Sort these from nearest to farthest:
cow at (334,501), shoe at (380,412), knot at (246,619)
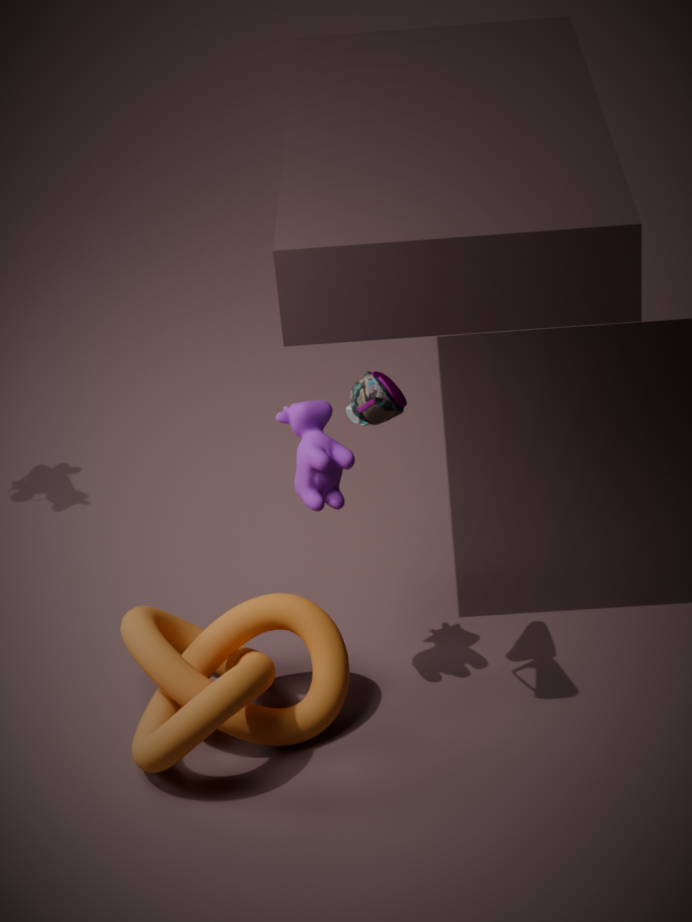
shoe at (380,412)
knot at (246,619)
cow at (334,501)
